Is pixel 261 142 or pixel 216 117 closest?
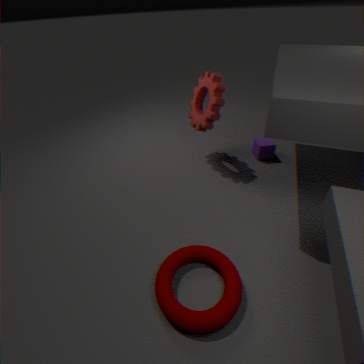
pixel 216 117
